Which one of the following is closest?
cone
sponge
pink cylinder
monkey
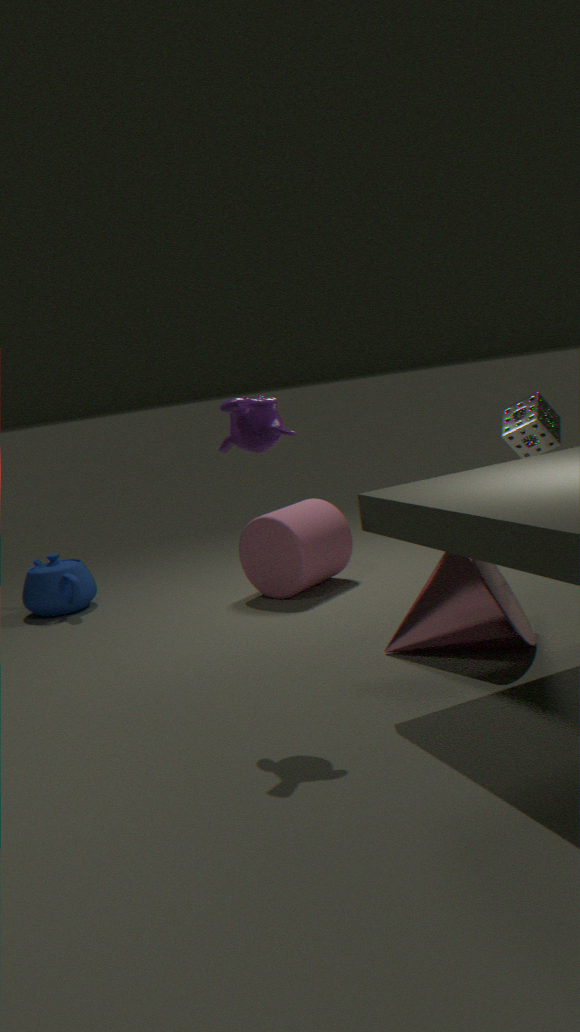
monkey
